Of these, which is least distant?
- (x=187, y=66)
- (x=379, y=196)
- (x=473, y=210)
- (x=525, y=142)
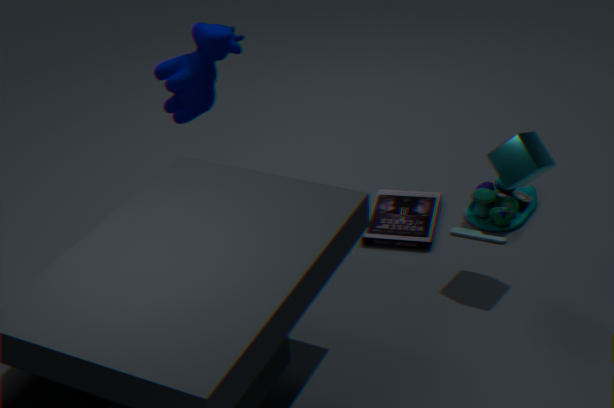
(x=525, y=142)
